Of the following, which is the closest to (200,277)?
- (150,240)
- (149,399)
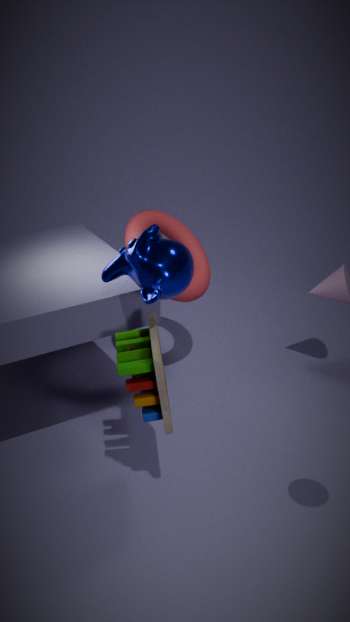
(150,240)
